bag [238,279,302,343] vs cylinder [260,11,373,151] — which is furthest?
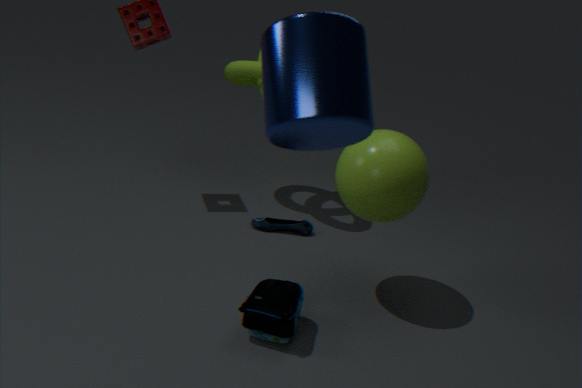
bag [238,279,302,343]
